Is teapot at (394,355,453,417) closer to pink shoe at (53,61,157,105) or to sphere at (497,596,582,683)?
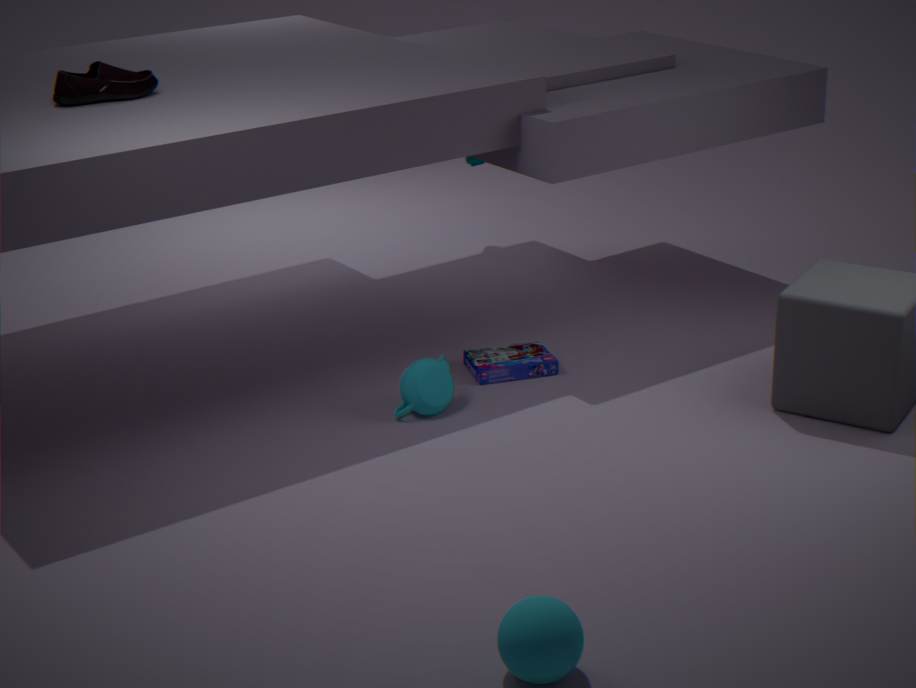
pink shoe at (53,61,157,105)
